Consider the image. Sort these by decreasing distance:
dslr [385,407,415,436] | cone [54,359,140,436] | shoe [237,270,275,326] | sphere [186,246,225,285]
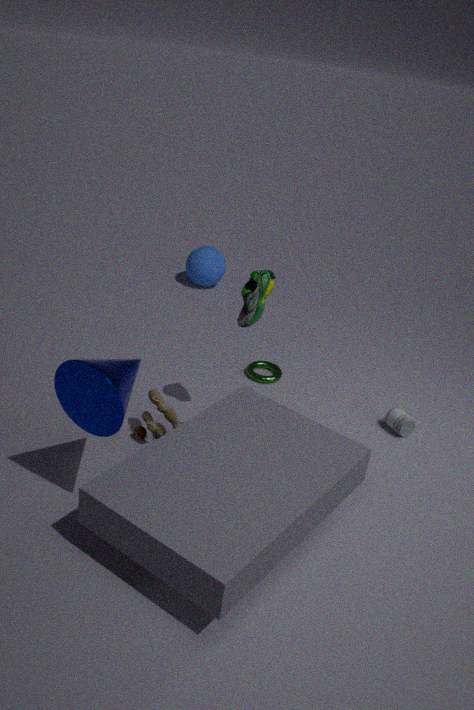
sphere [186,246,225,285] → dslr [385,407,415,436] → shoe [237,270,275,326] → cone [54,359,140,436]
